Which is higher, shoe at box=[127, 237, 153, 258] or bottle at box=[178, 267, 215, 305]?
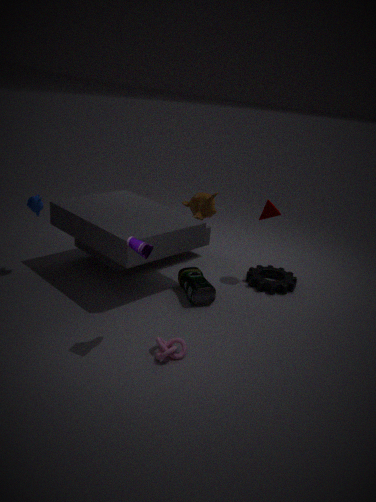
shoe at box=[127, 237, 153, 258]
